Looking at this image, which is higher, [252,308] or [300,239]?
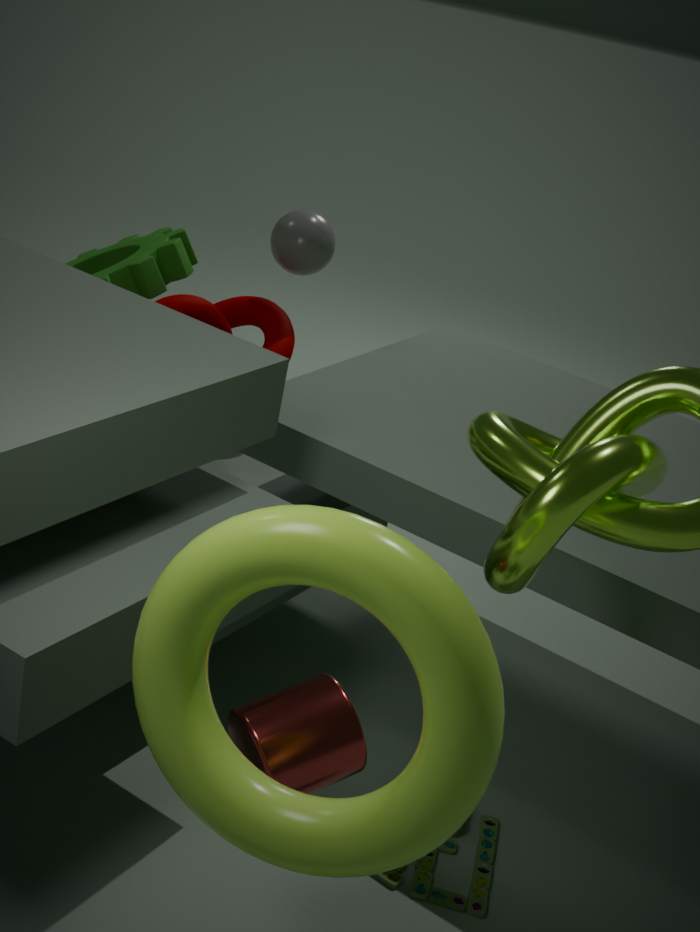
[300,239]
